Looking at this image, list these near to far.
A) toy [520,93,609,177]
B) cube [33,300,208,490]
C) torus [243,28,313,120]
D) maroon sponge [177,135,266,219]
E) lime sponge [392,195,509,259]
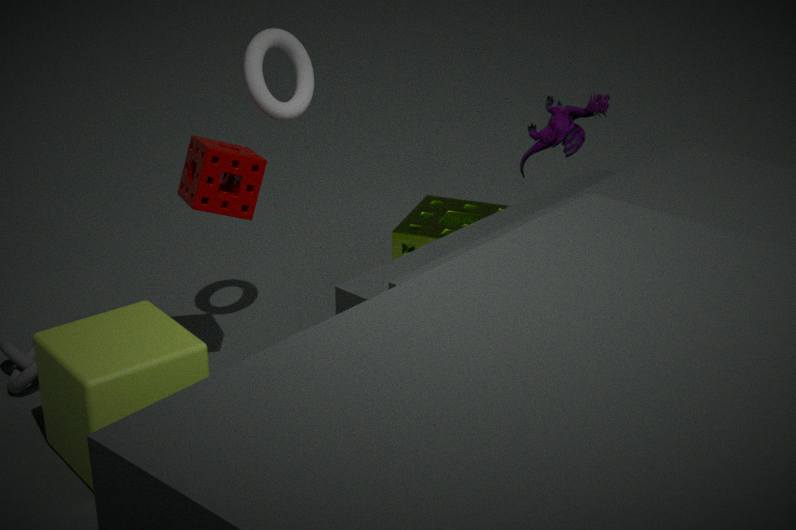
1. cube [33,300,208,490]
2. maroon sponge [177,135,266,219]
3. torus [243,28,313,120]
4. lime sponge [392,195,509,259]
5. toy [520,93,609,177]
